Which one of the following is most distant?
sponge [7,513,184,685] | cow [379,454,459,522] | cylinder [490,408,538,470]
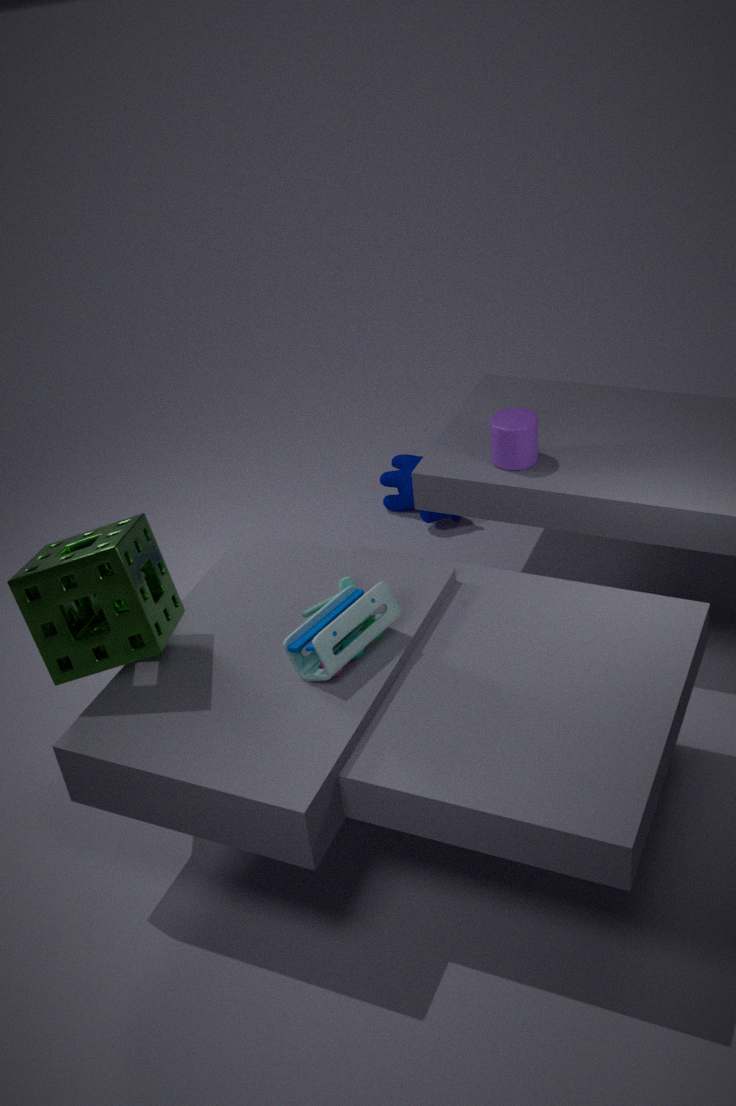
cow [379,454,459,522]
